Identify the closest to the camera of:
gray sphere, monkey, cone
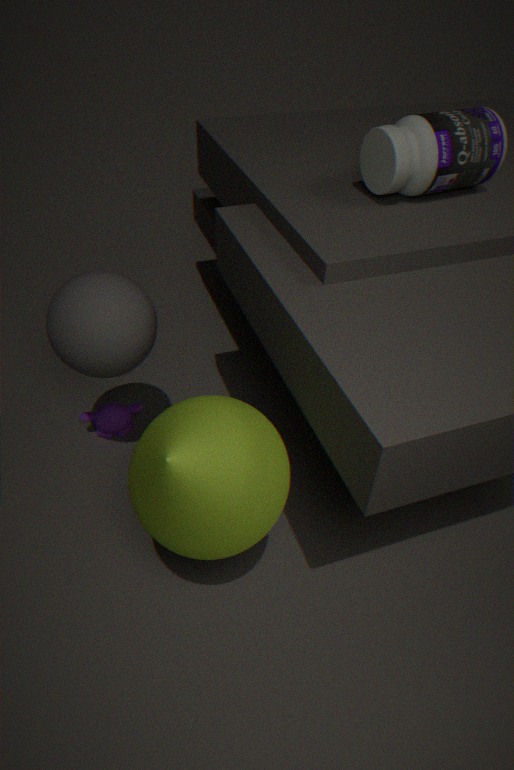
cone
